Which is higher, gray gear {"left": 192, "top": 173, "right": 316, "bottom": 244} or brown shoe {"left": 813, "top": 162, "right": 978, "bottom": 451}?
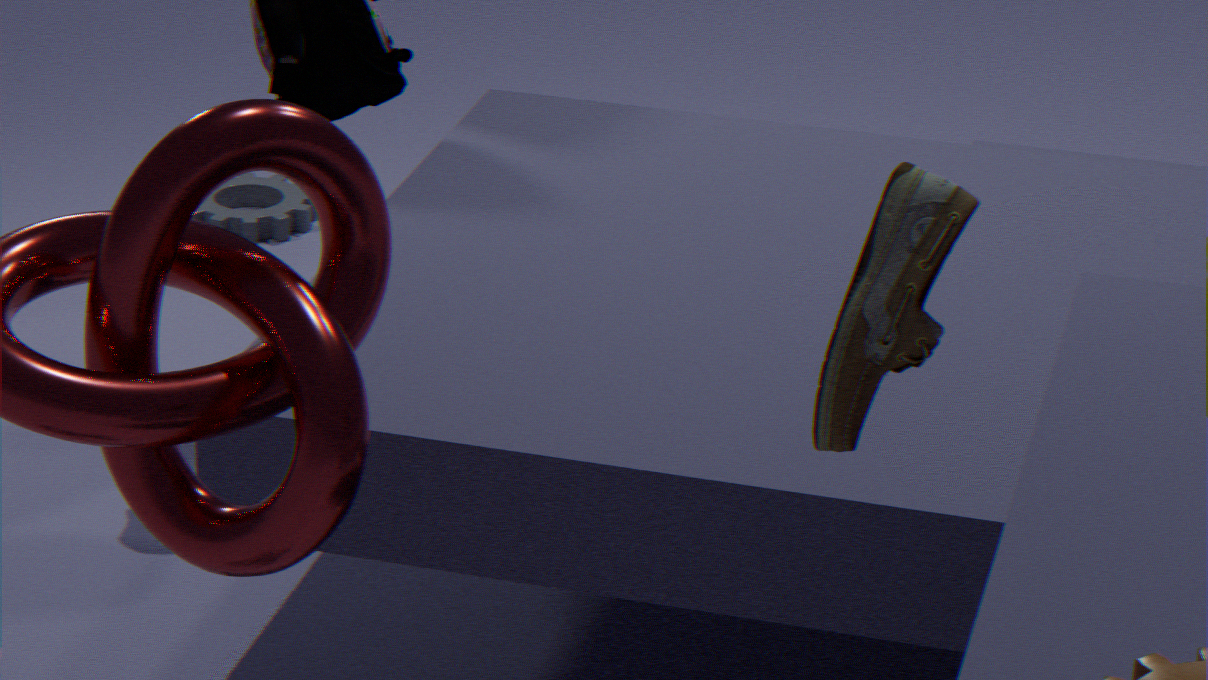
brown shoe {"left": 813, "top": 162, "right": 978, "bottom": 451}
